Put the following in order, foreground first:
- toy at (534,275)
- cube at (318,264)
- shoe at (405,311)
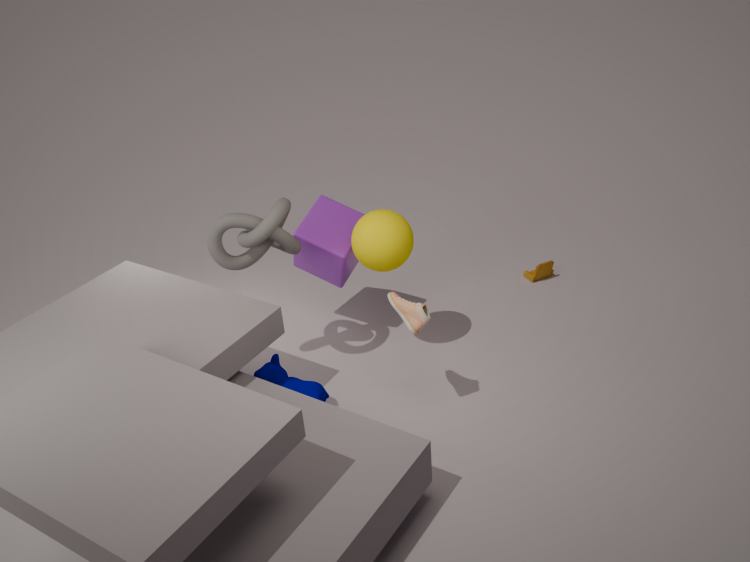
shoe at (405,311) < cube at (318,264) < toy at (534,275)
